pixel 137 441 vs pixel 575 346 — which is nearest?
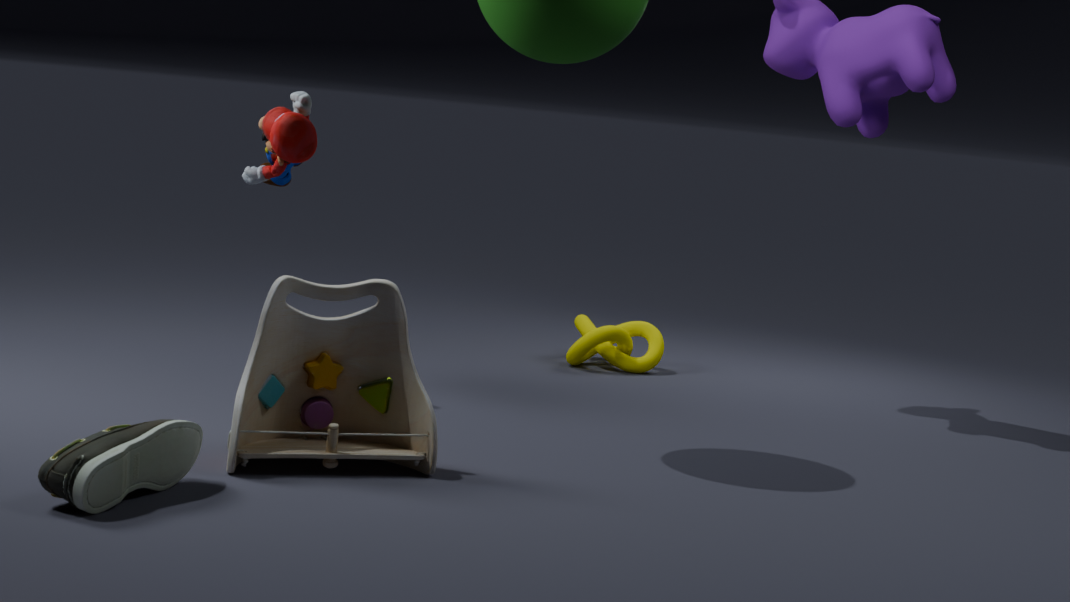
pixel 137 441
